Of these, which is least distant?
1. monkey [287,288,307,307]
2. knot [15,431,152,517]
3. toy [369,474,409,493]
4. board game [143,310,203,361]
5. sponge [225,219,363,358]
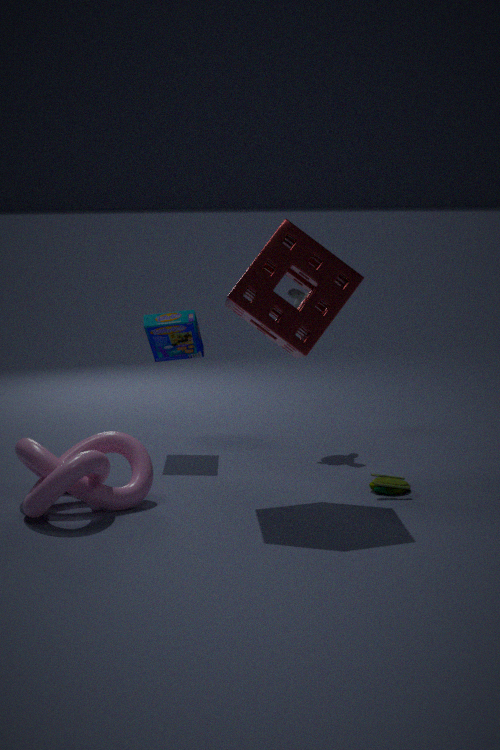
knot [15,431,152,517]
